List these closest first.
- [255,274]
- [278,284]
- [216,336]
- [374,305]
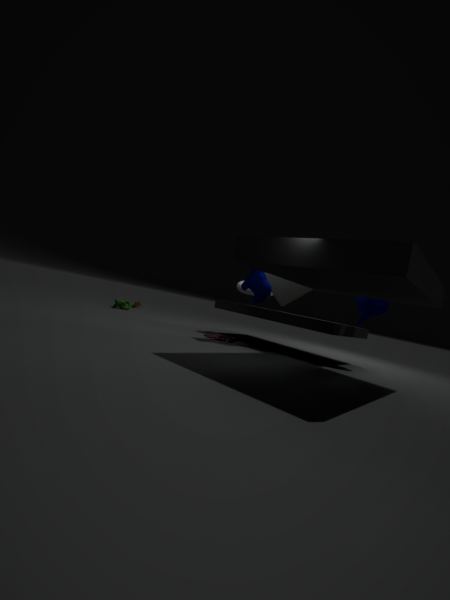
[374,305], [255,274], [216,336], [278,284]
